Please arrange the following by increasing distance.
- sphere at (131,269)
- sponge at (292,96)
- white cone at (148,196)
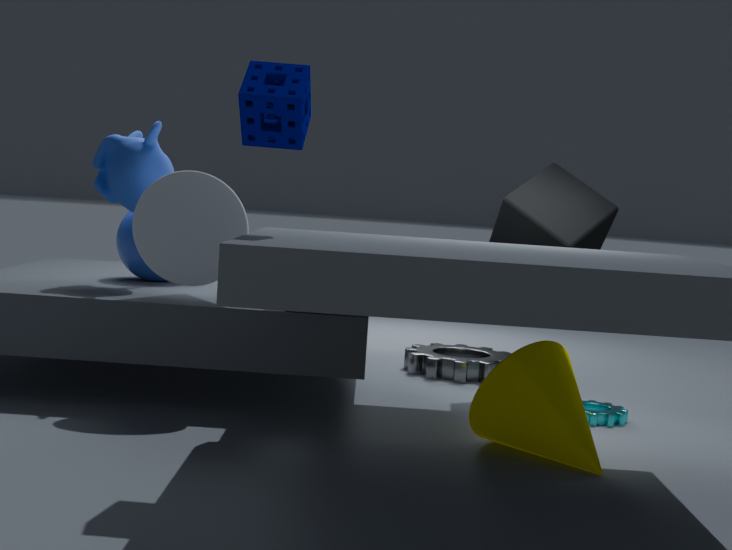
sponge at (292,96), white cone at (148,196), sphere at (131,269)
